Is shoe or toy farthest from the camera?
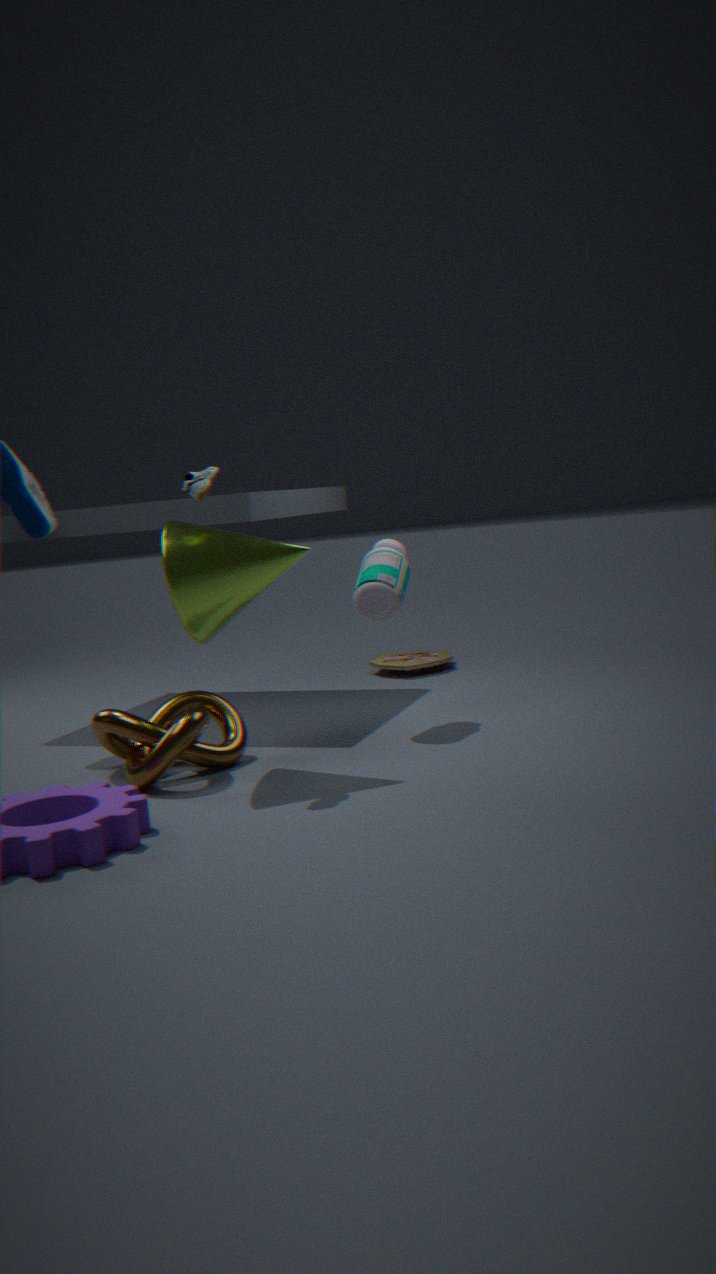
toy
